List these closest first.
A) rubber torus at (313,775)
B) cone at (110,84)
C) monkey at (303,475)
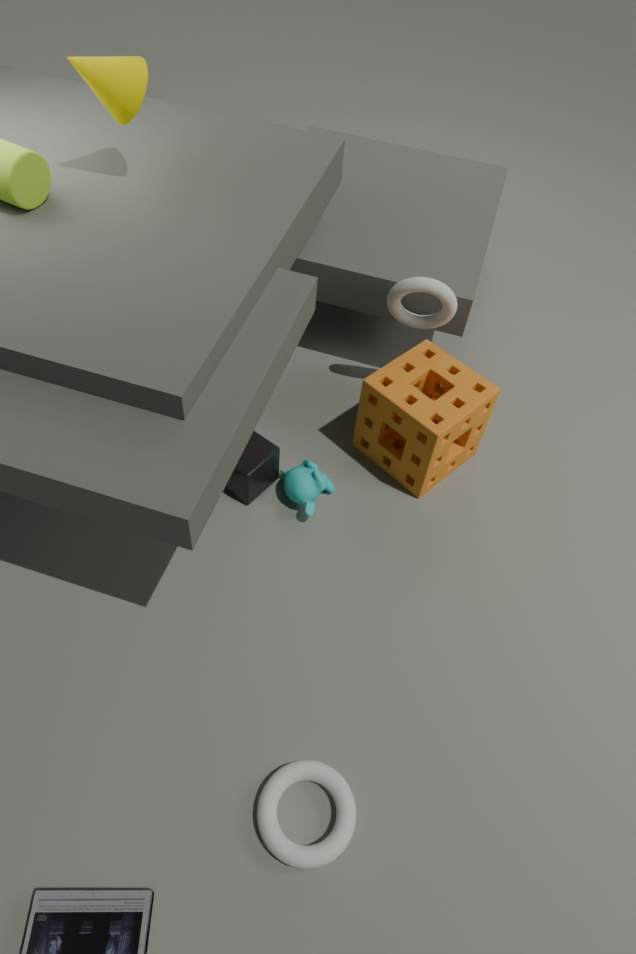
rubber torus at (313,775) < cone at (110,84) < monkey at (303,475)
